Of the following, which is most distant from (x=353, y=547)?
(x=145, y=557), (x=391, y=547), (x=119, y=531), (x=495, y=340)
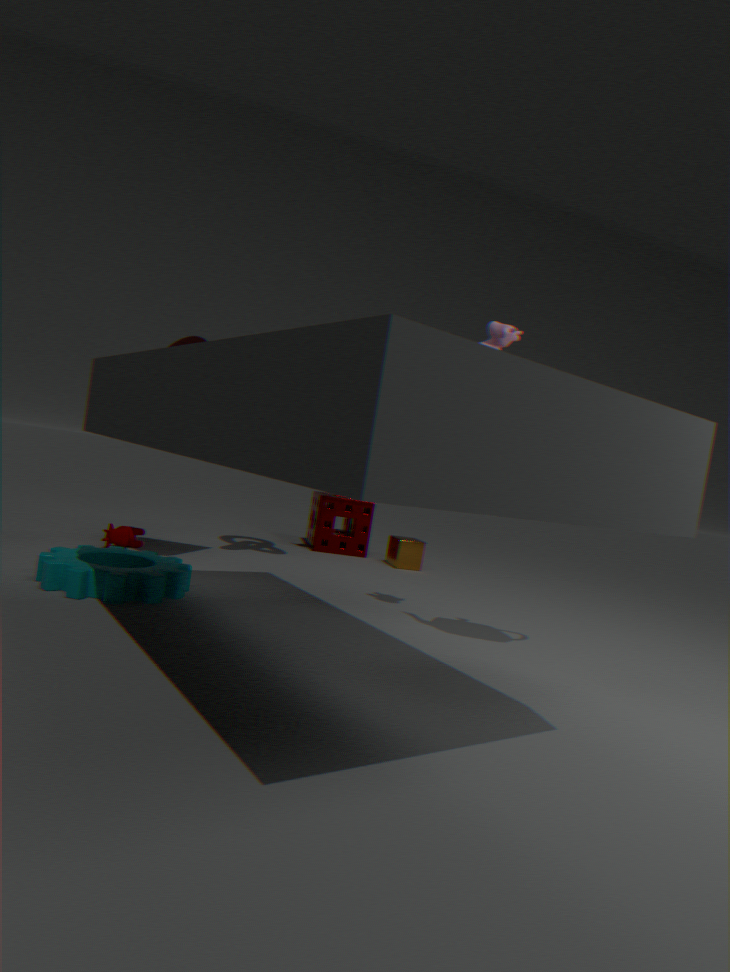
(x=495, y=340)
